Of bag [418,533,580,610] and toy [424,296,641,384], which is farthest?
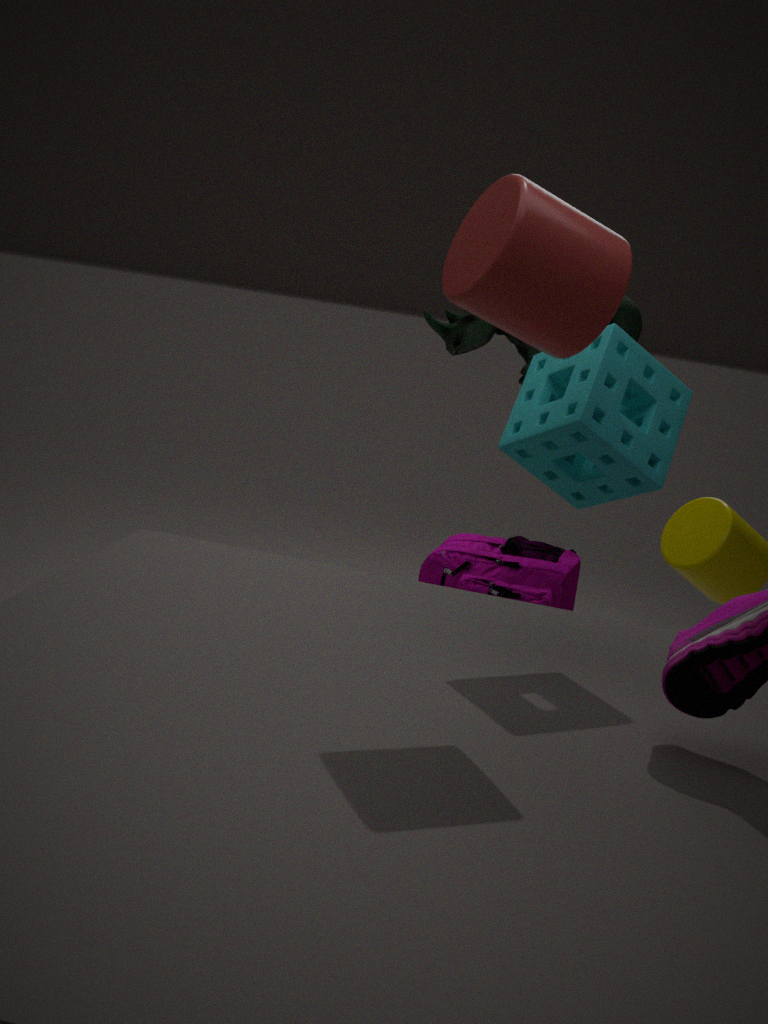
bag [418,533,580,610]
